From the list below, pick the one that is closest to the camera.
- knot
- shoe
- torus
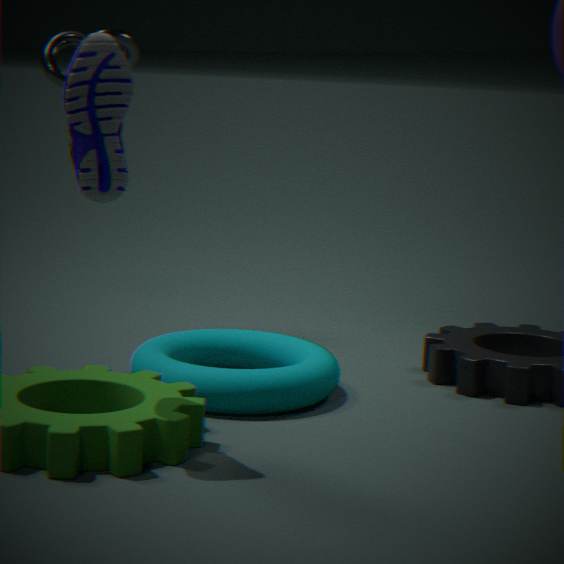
shoe
